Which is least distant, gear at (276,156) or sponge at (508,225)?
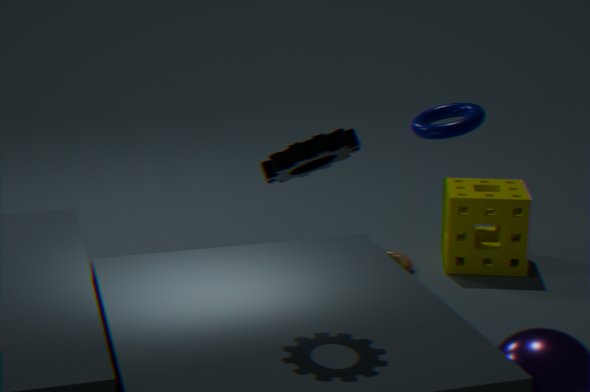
gear at (276,156)
